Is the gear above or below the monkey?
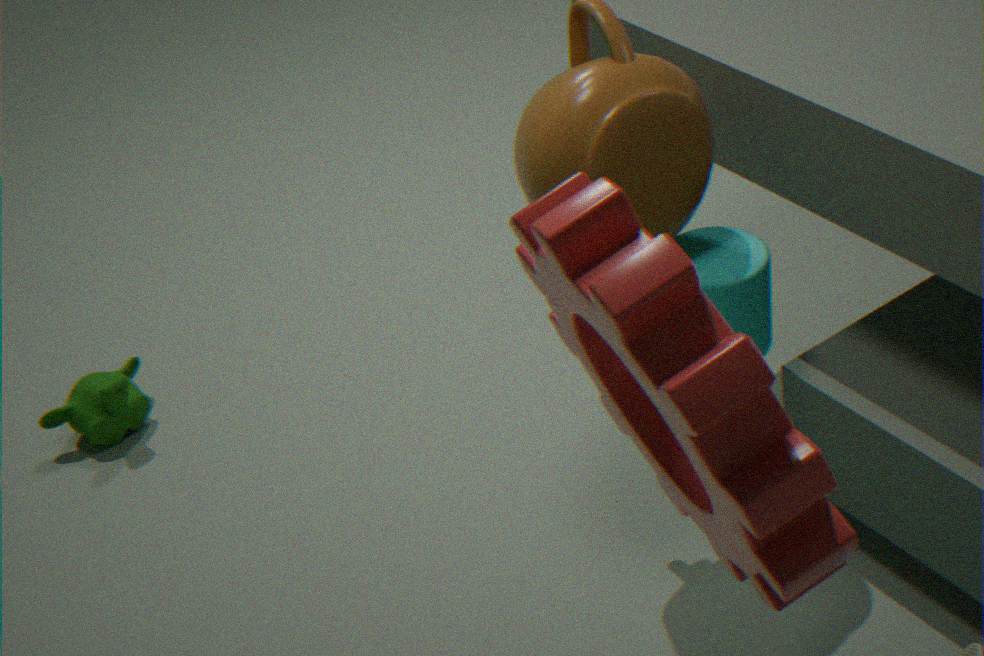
above
